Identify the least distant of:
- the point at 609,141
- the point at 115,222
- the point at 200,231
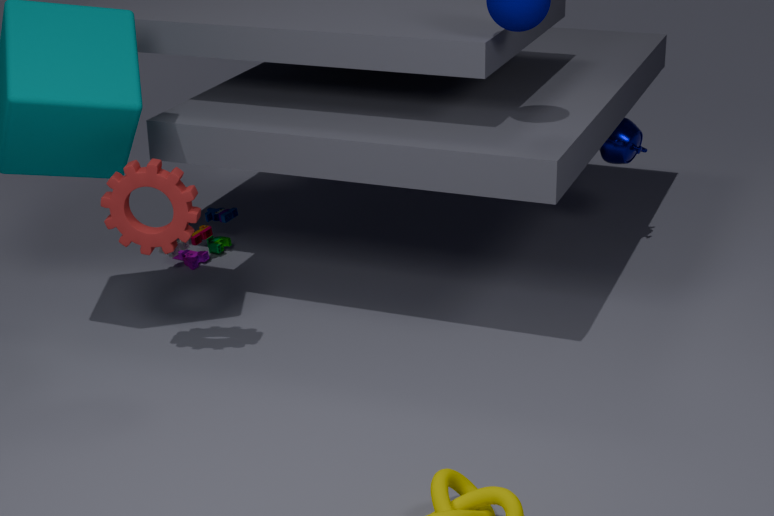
the point at 115,222
